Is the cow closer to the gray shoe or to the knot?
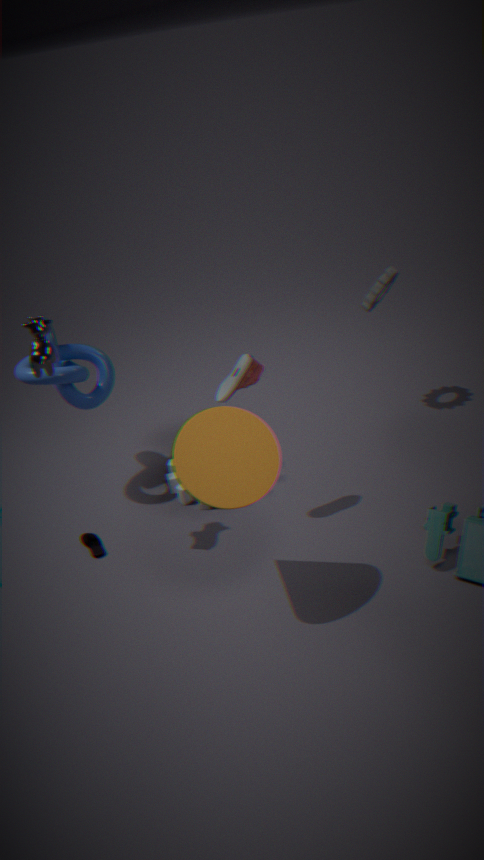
the knot
